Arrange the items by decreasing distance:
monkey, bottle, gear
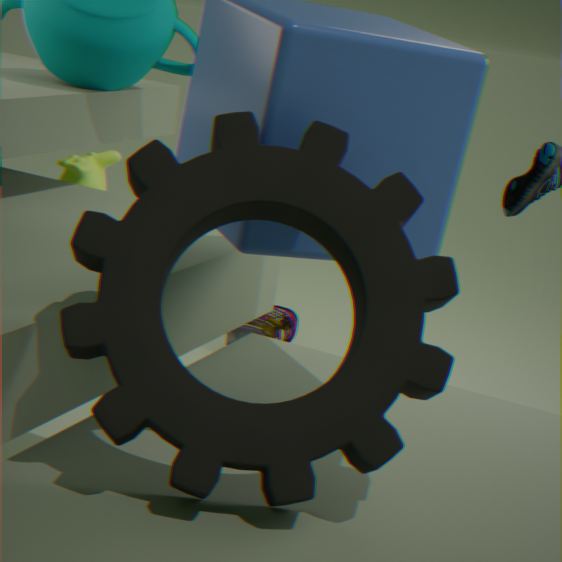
bottle → monkey → gear
